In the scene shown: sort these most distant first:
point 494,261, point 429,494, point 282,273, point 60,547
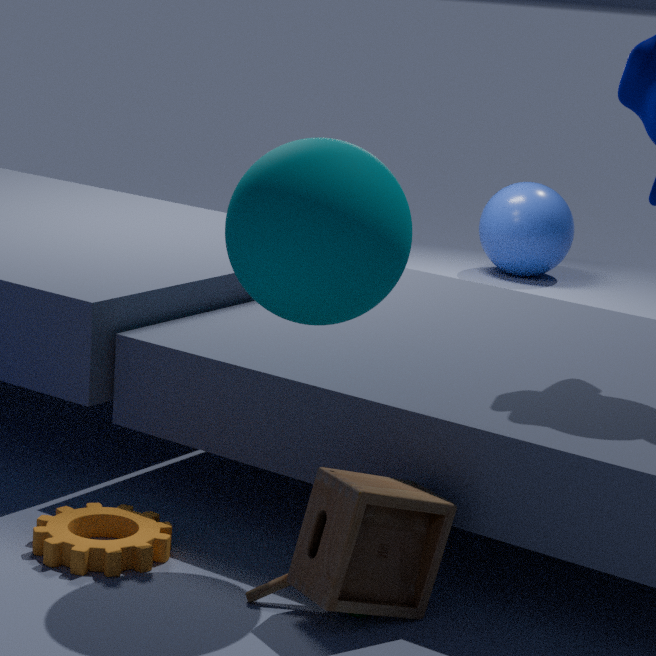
point 494,261 < point 60,547 < point 429,494 < point 282,273
